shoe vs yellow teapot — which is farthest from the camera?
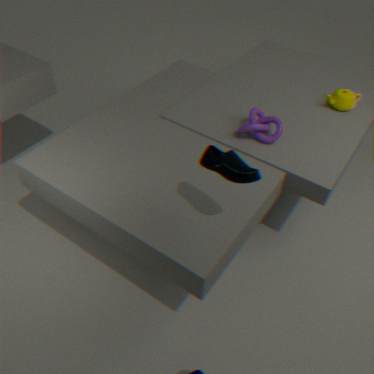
yellow teapot
